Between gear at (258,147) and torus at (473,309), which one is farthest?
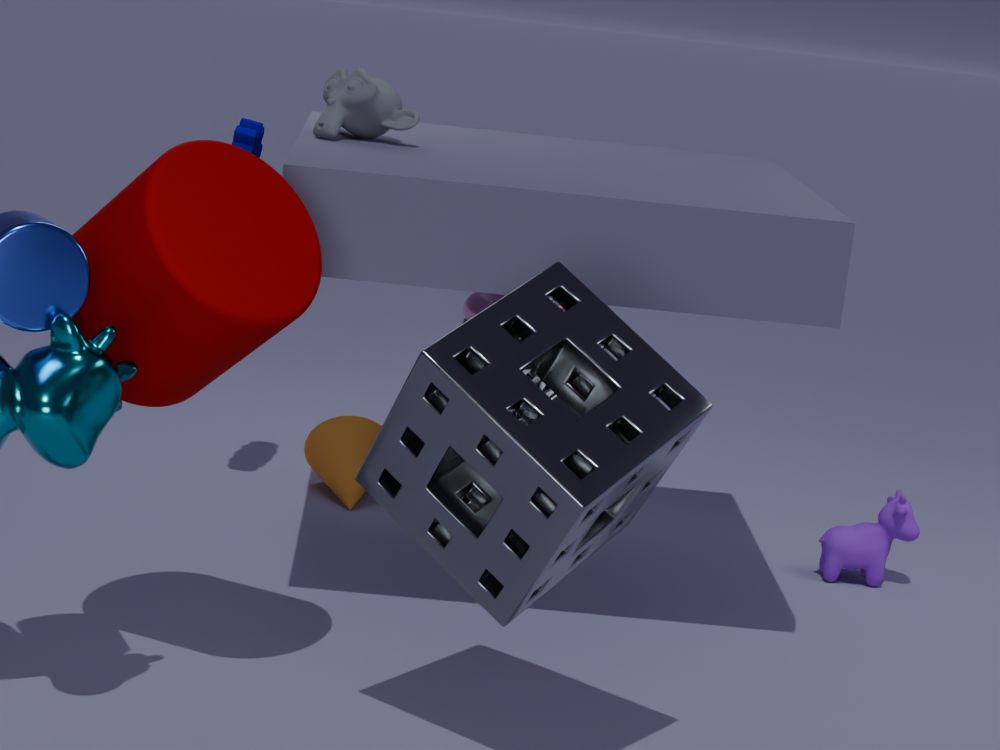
torus at (473,309)
